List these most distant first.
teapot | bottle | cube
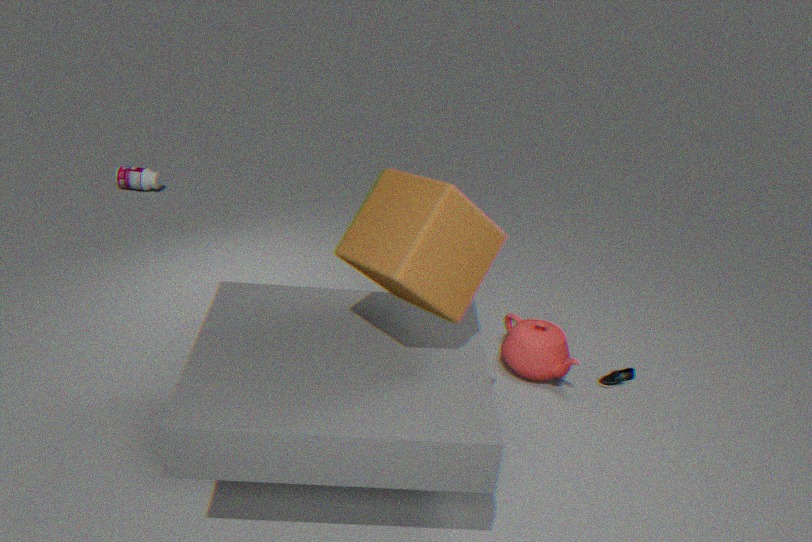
bottle, teapot, cube
